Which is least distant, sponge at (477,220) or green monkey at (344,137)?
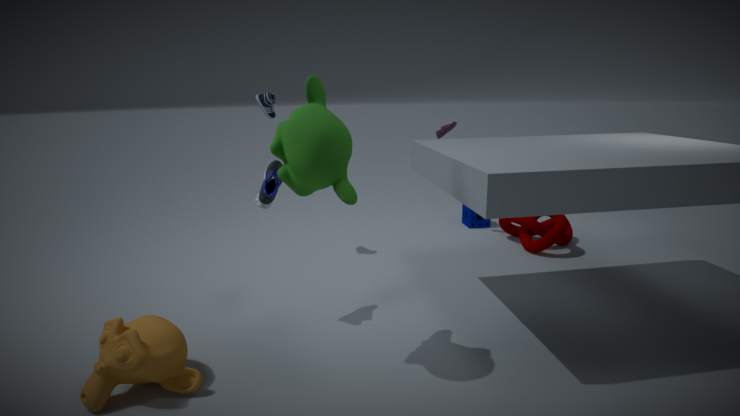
green monkey at (344,137)
